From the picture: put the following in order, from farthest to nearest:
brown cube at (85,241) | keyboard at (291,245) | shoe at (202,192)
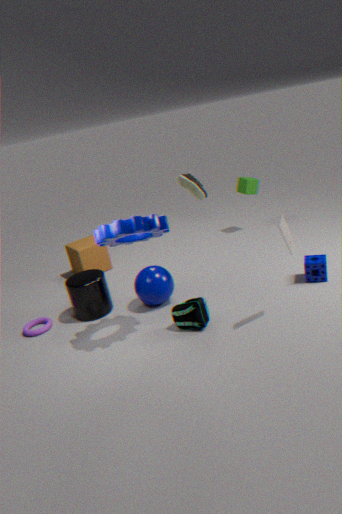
brown cube at (85,241)
shoe at (202,192)
keyboard at (291,245)
